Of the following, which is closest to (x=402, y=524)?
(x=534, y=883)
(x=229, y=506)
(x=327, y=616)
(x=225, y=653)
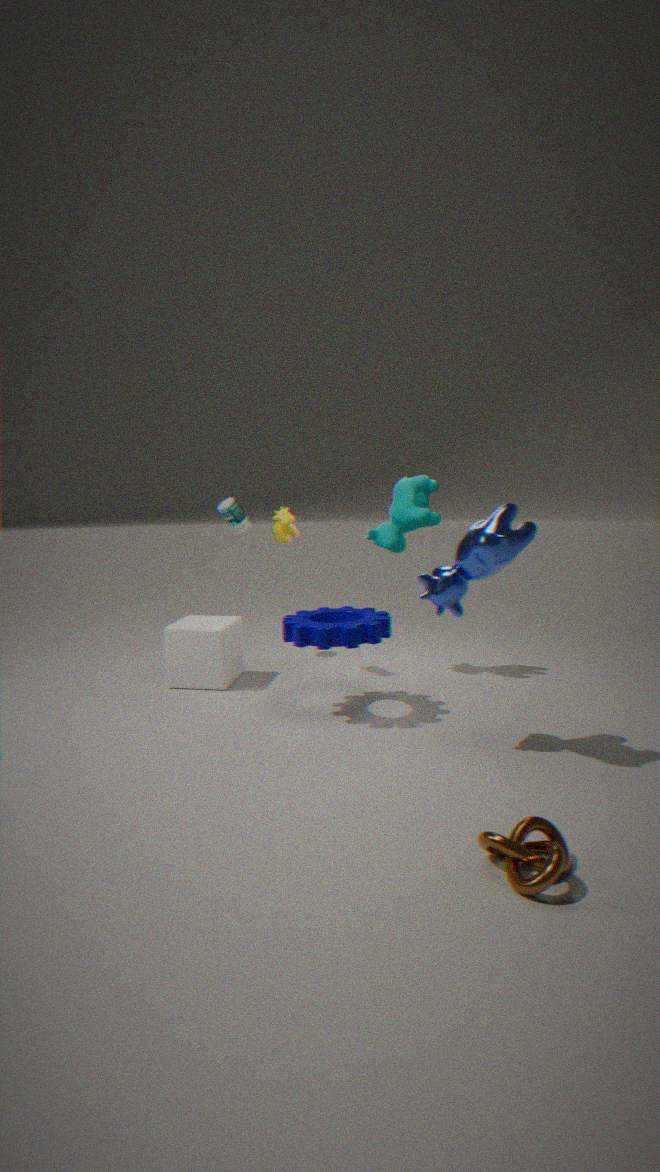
(x=327, y=616)
